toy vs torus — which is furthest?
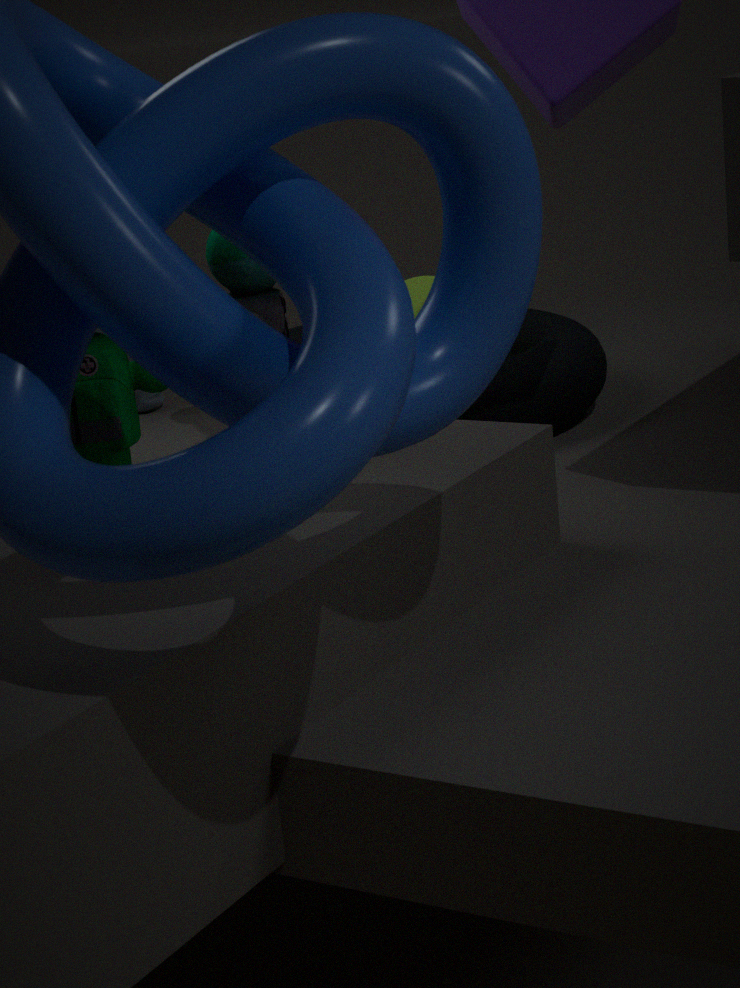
torus
